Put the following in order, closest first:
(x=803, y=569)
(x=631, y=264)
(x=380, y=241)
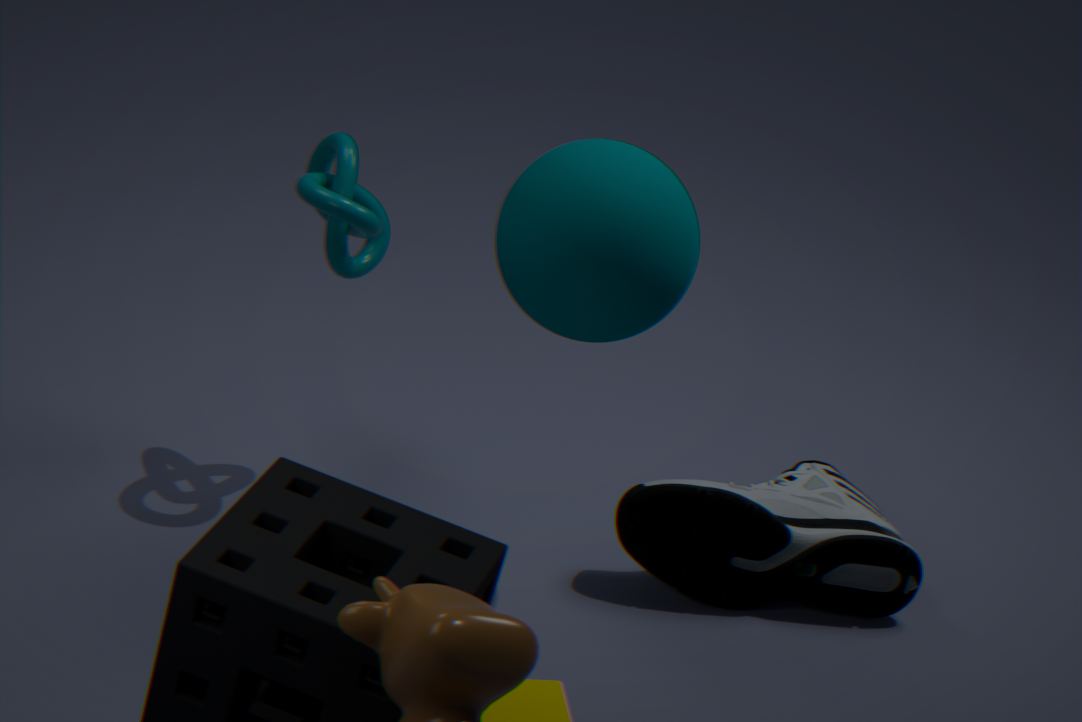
(x=631, y=264), (x=803, y=569), (x=380, y=241)
